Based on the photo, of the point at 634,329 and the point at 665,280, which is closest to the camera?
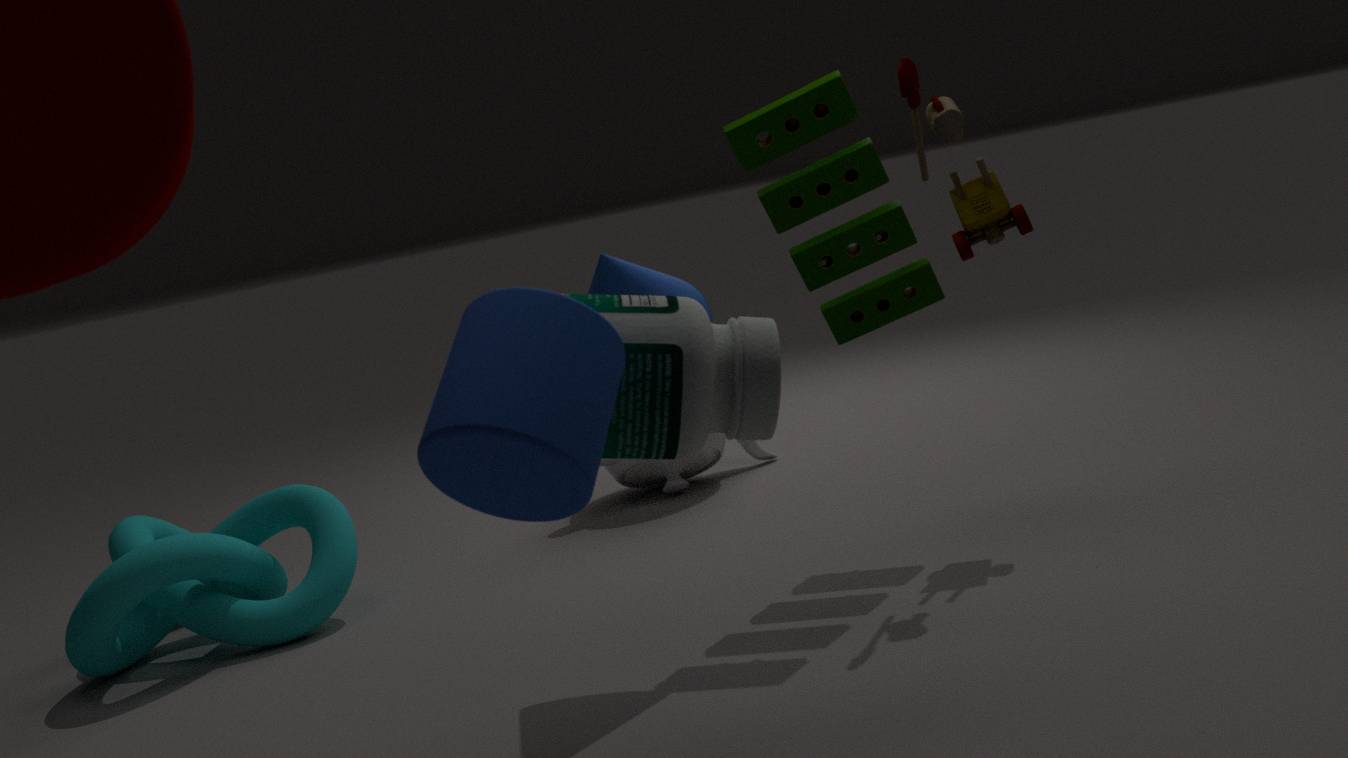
the point at 634,329
